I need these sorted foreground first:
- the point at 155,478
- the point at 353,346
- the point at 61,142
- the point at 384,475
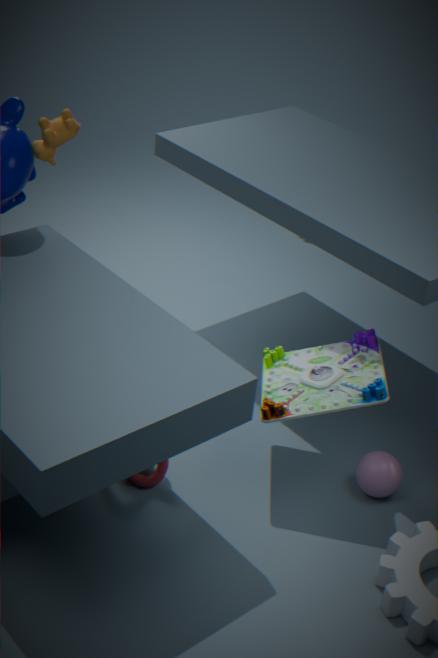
the point at 155,478 → the point at 384,475 → the point at 353,346 → the point at 61,142
